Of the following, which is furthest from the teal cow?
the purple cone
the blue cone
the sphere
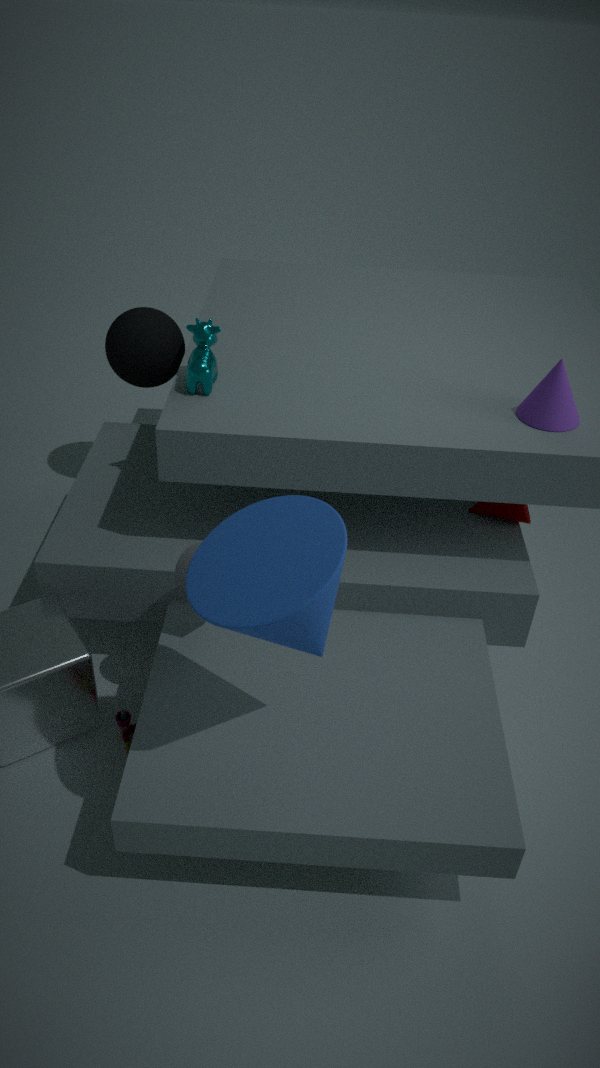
the purple cone
